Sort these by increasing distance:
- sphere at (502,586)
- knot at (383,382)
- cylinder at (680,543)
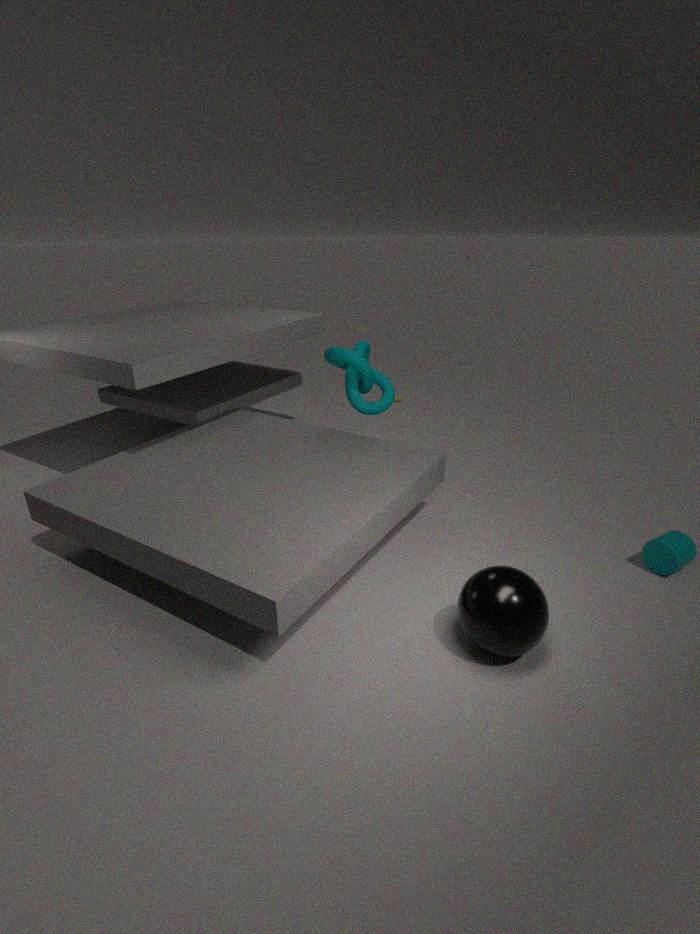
sphere at (502,586), cylinder at (680,543), knot at (383,382)
